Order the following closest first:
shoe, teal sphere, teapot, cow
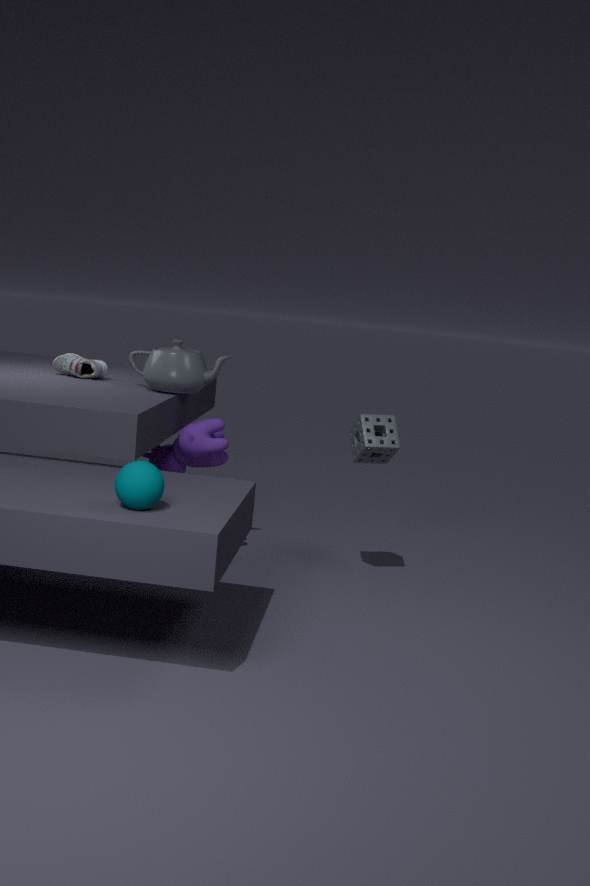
teal sphere → teapot → cow → shoe
